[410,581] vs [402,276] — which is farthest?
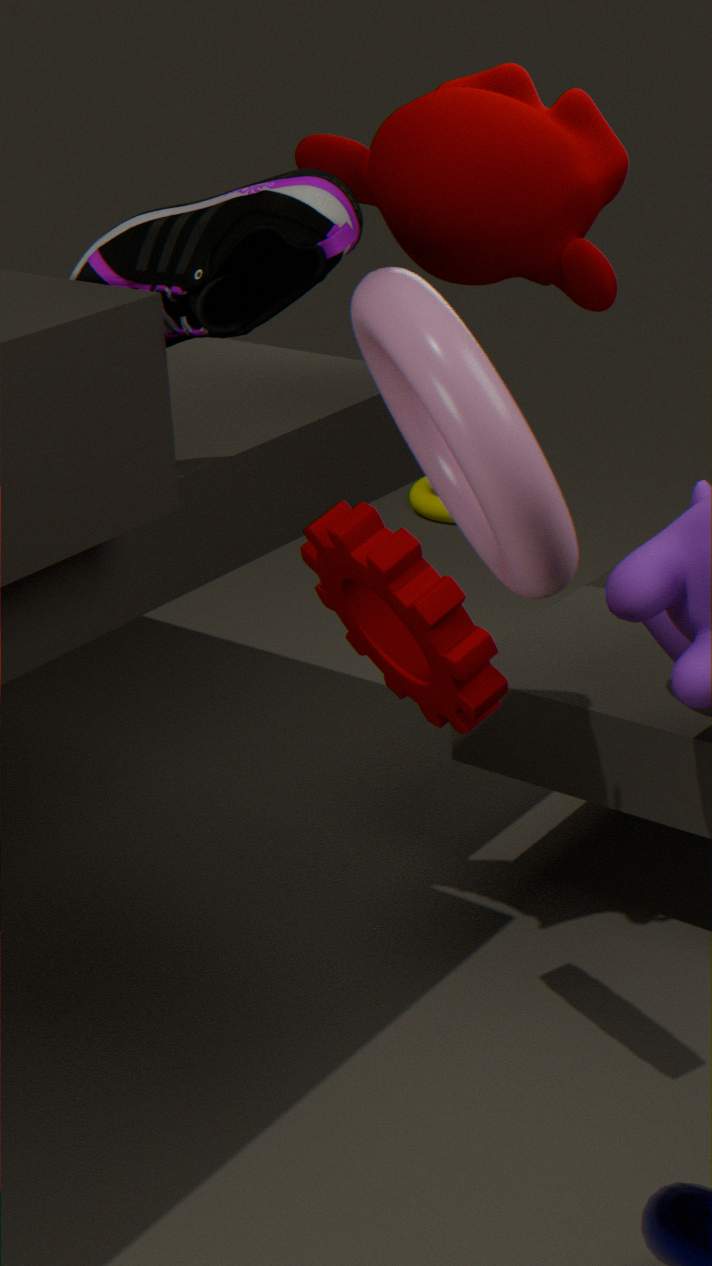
[410,581]
